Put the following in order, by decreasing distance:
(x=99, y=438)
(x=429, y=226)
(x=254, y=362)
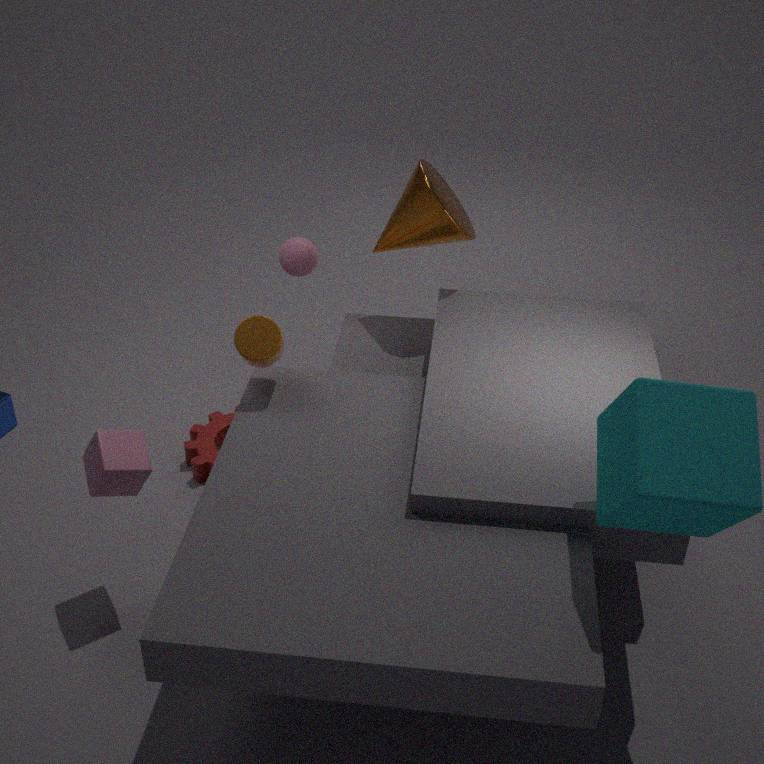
1. (x=429, y=226)
2. (x=254, y=362)
3. (x=99, y=438)
